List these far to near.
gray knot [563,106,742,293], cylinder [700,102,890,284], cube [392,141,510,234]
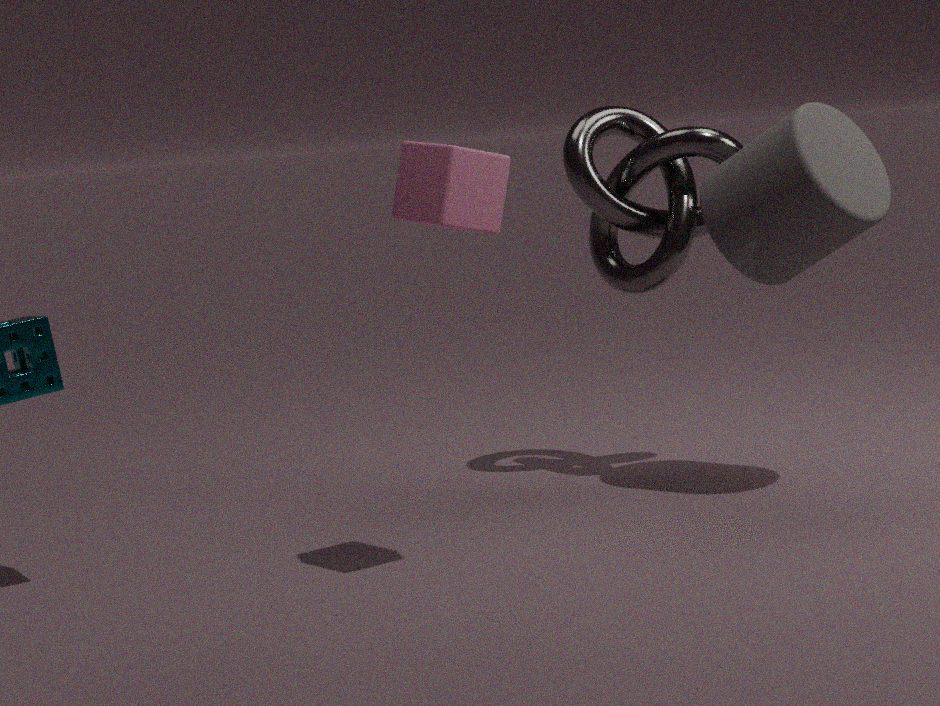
gray knot [563,106,742,293] < cylinder [700,102,890,284] < cube [392,141,510,234]
